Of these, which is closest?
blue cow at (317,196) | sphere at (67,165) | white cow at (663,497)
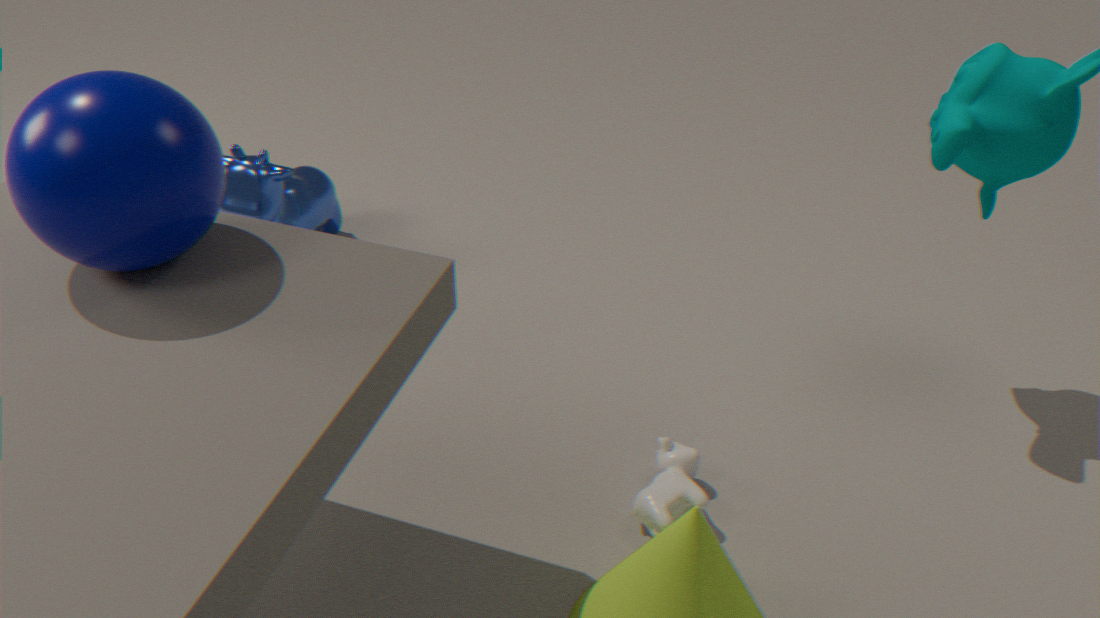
sphere at (67,165)
